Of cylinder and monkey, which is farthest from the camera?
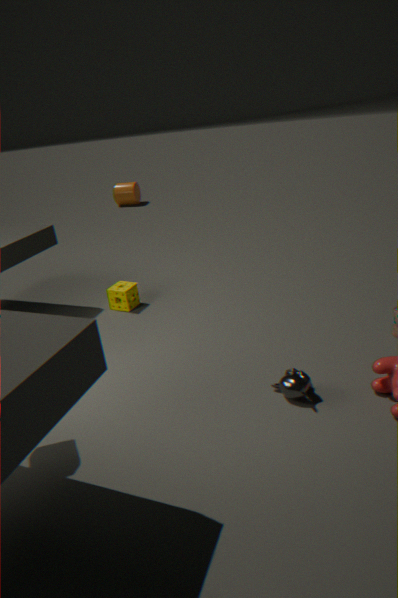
cylinder
